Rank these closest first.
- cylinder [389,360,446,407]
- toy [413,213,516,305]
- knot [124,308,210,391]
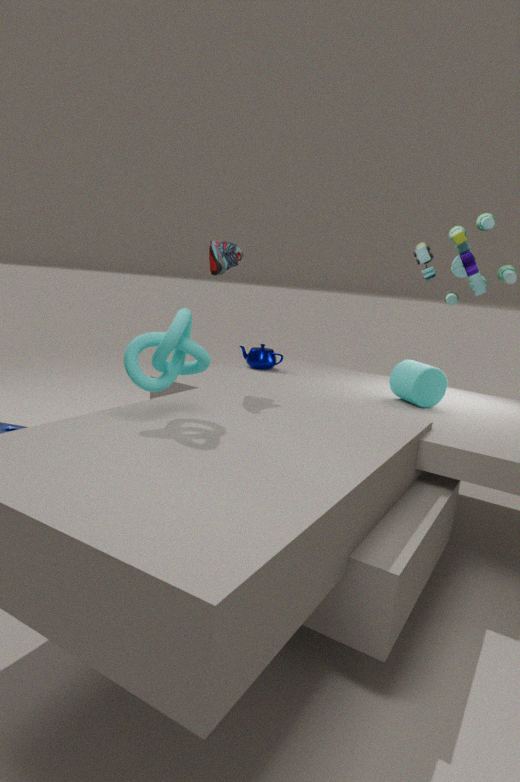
toy [413,213,516,305]
knot [124,308,210,391]
cylinder [389,360,446,407]
